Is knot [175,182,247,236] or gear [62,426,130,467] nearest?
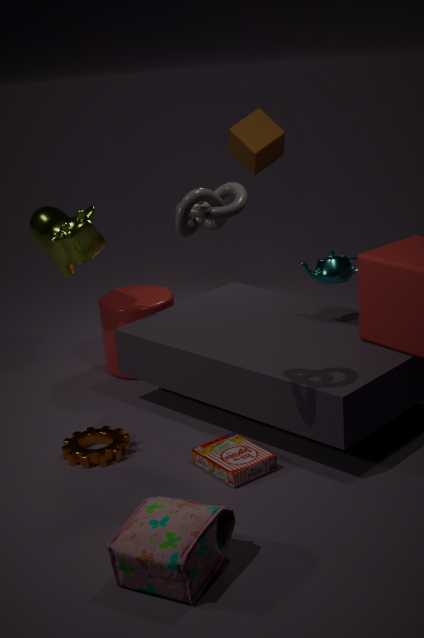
knot [175,182,247,236]
